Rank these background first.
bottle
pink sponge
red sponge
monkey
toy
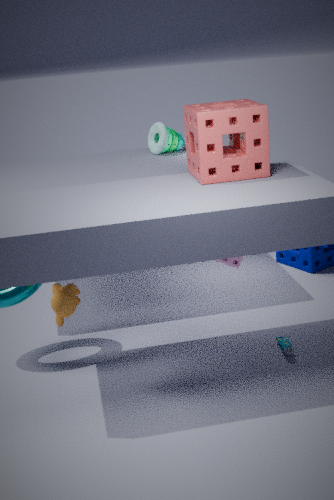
toy → pink sponge → bottle → red sponge → monkey
